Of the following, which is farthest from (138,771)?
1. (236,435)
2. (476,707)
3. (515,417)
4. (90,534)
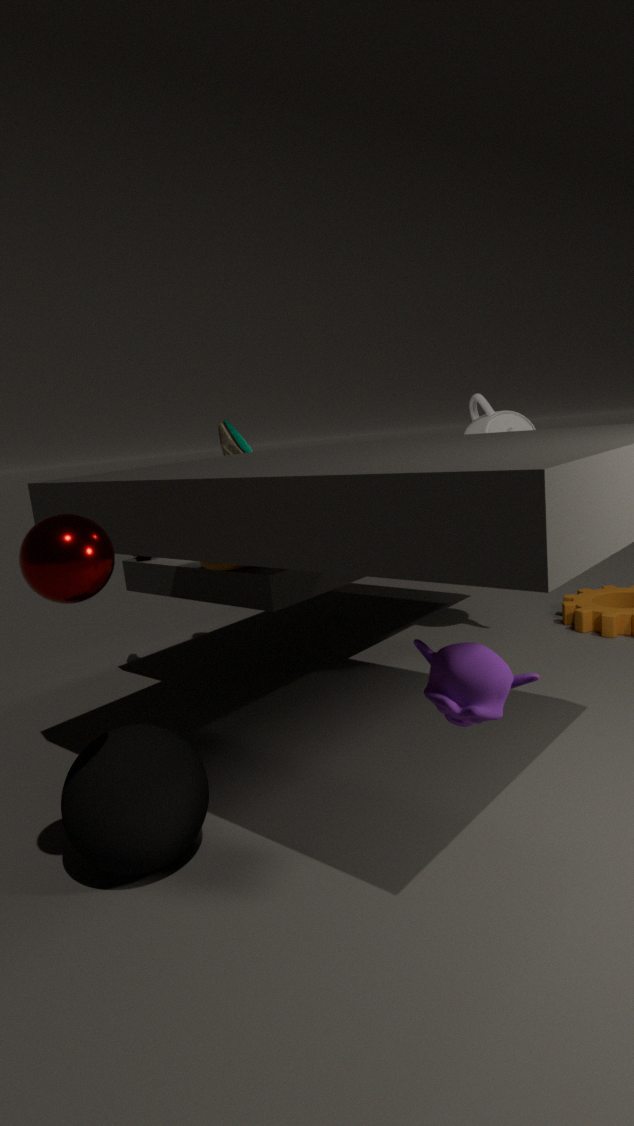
(515,417)
